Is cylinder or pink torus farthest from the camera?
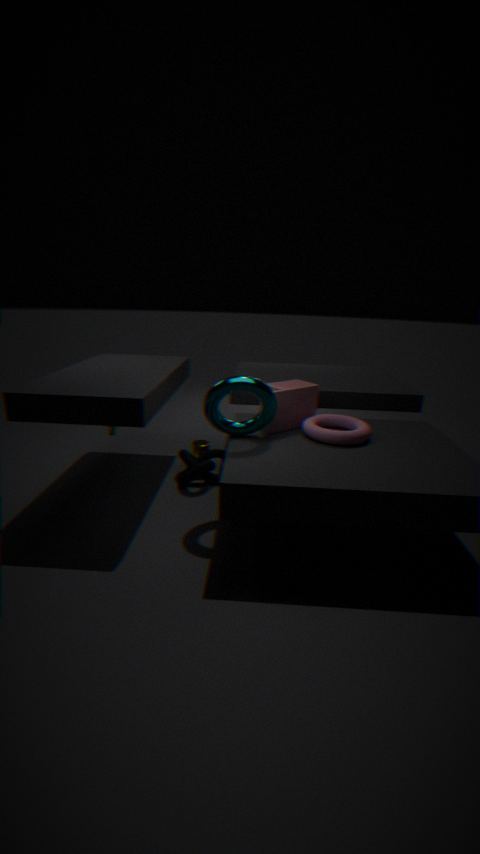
cylinder
